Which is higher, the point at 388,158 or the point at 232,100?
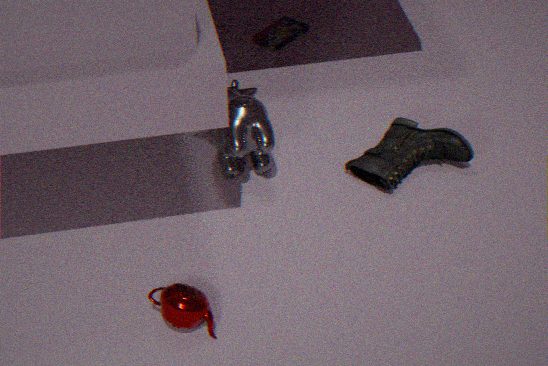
the point at 232,100
